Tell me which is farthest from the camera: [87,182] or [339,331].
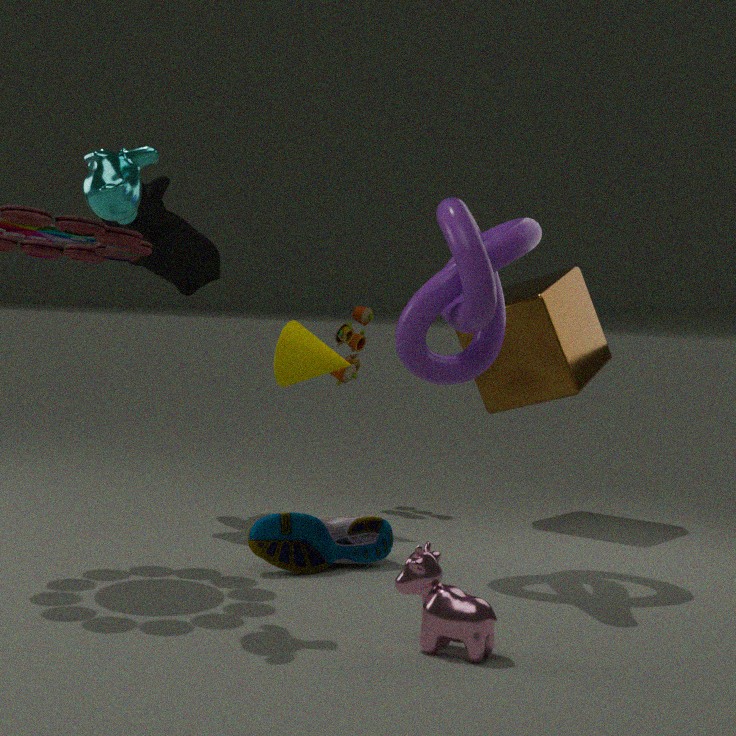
[339,331]
